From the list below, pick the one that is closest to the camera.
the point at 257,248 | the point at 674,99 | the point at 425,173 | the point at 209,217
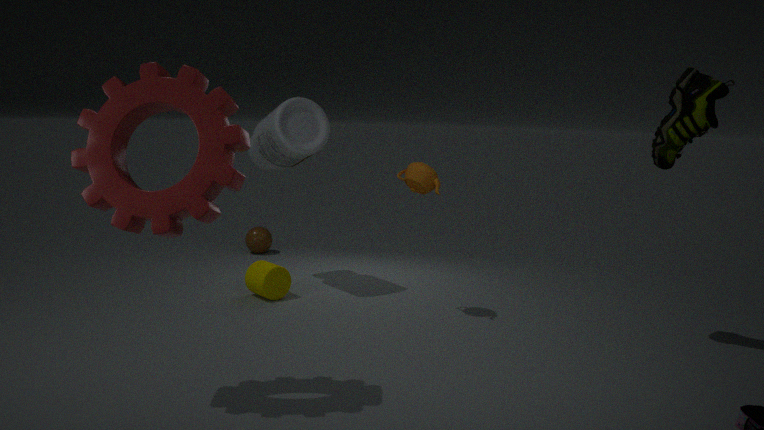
the point at 209,217
